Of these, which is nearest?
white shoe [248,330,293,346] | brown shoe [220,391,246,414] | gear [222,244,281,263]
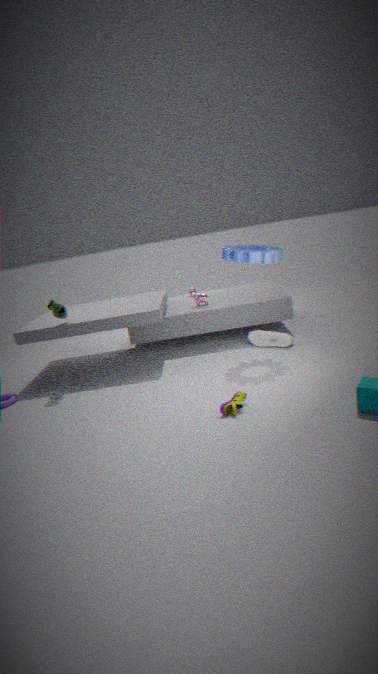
brown shoe [220,391,246,414]
